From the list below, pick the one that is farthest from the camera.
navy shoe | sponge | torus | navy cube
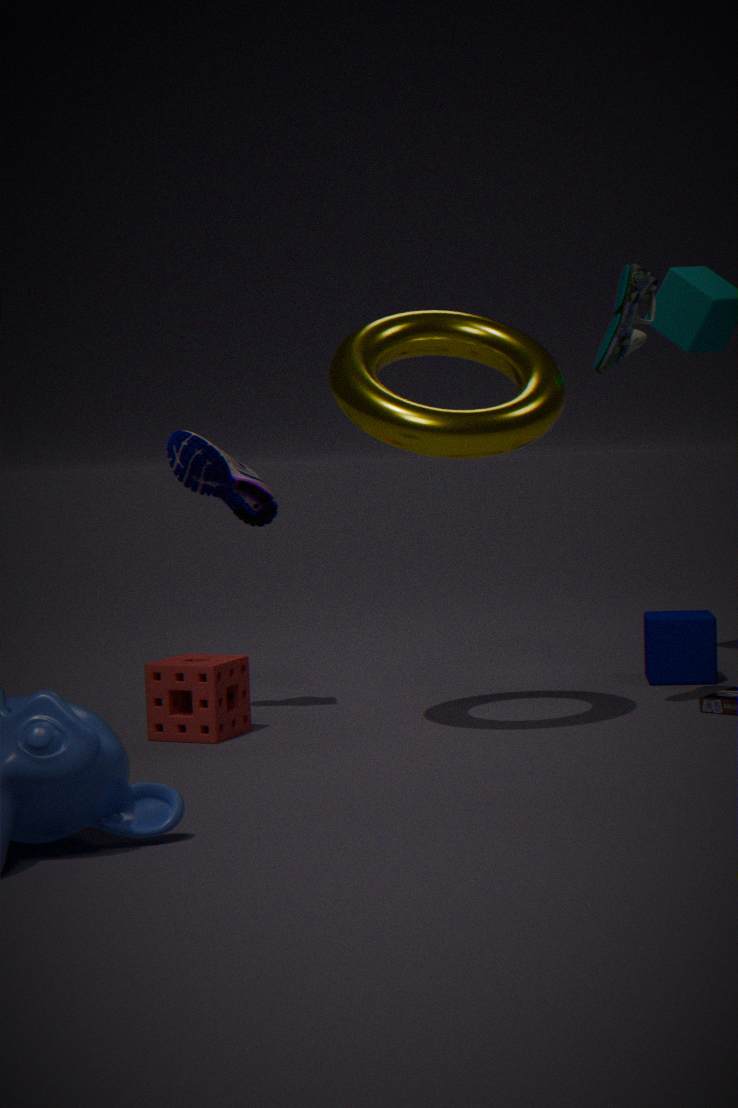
navy cube
